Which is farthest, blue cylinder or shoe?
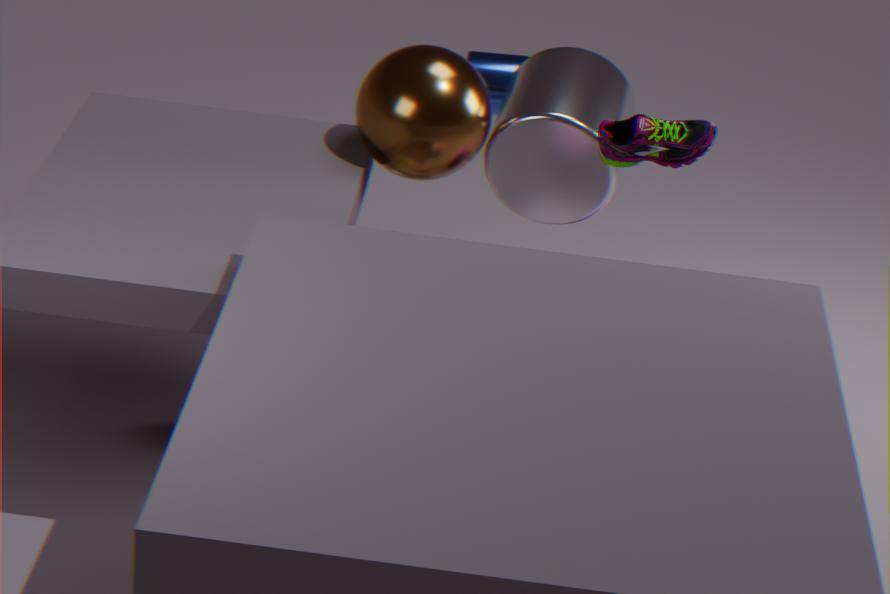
blue cylinder
